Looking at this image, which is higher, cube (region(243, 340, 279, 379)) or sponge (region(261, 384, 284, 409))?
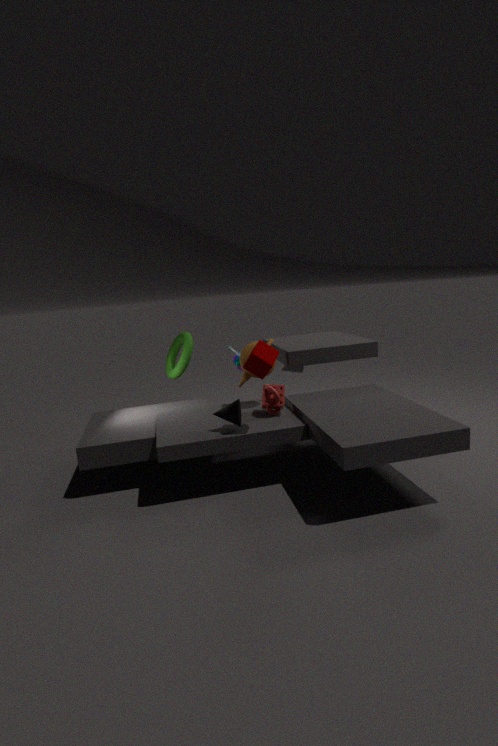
cube (region(243, 340, 279, 379))
